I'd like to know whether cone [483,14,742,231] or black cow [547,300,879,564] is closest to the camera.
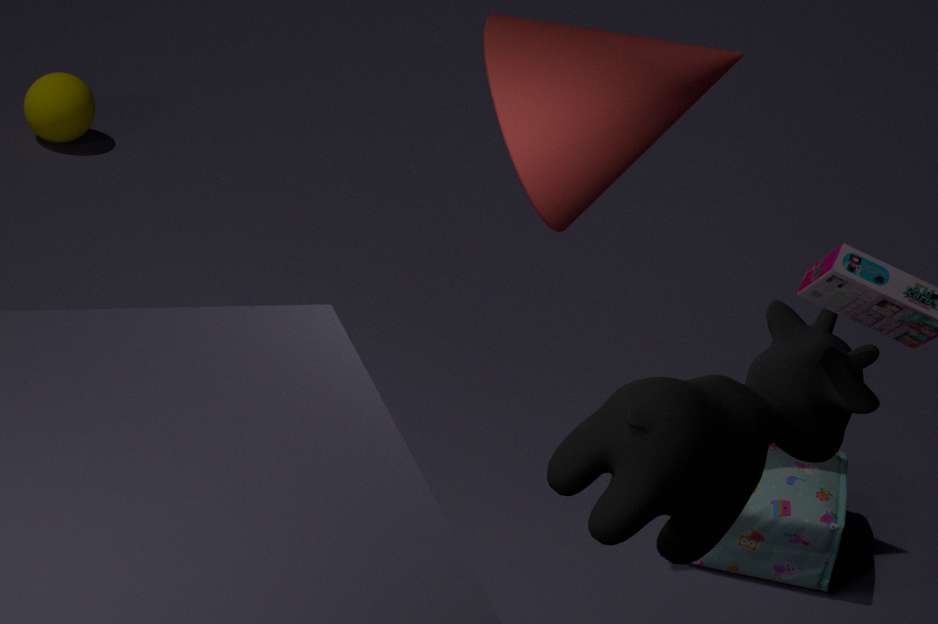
black cow [547,300,879,564]
